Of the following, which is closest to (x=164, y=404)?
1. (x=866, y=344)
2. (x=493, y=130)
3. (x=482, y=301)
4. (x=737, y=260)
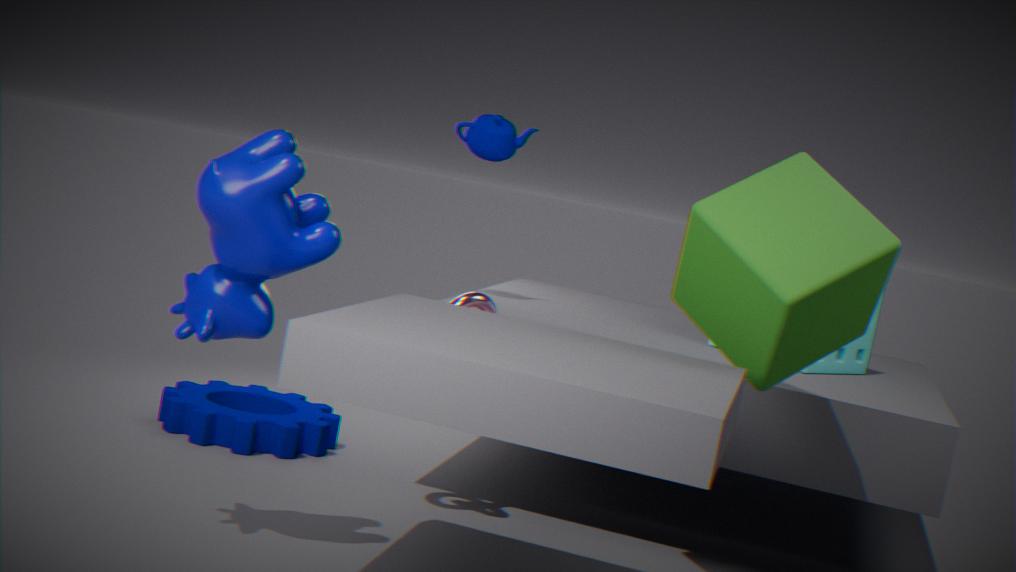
(x=482, y=301)
